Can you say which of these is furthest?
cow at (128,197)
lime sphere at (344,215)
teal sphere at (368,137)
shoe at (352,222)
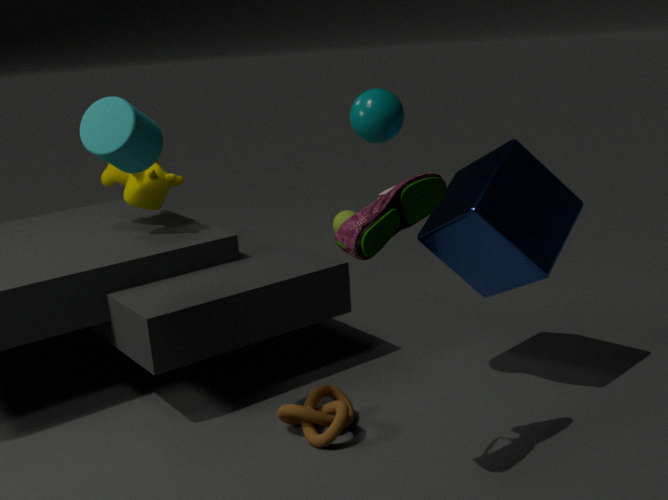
lime sphere at (344,215)
